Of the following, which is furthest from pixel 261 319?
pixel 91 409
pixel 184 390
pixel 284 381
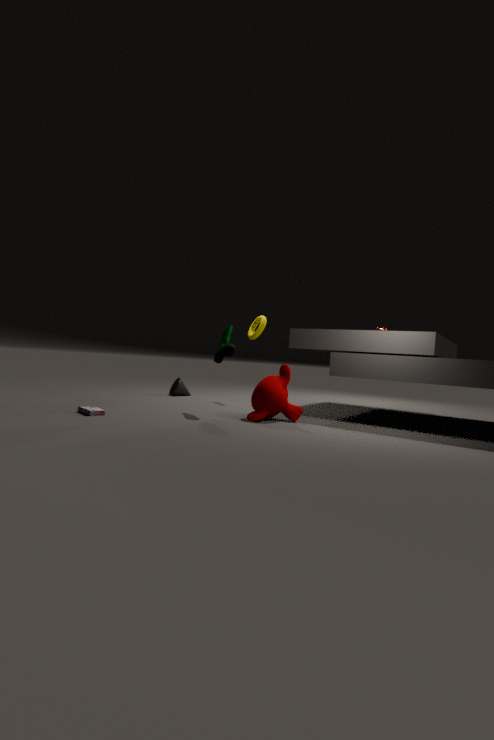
pixel 91 409
